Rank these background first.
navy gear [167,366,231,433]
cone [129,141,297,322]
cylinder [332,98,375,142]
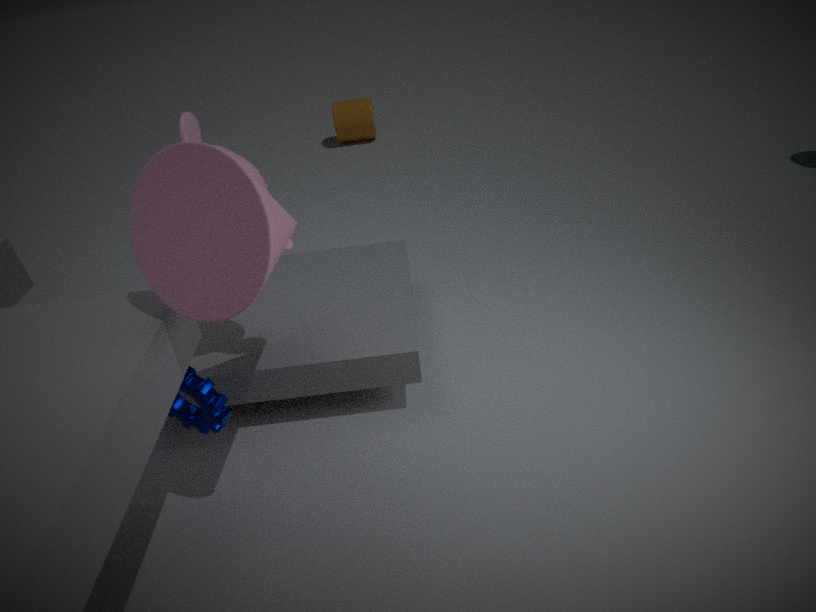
cylinder [332,98,375,142] < navy gear [167,366,231,433] < cone [129,141,297,322]
